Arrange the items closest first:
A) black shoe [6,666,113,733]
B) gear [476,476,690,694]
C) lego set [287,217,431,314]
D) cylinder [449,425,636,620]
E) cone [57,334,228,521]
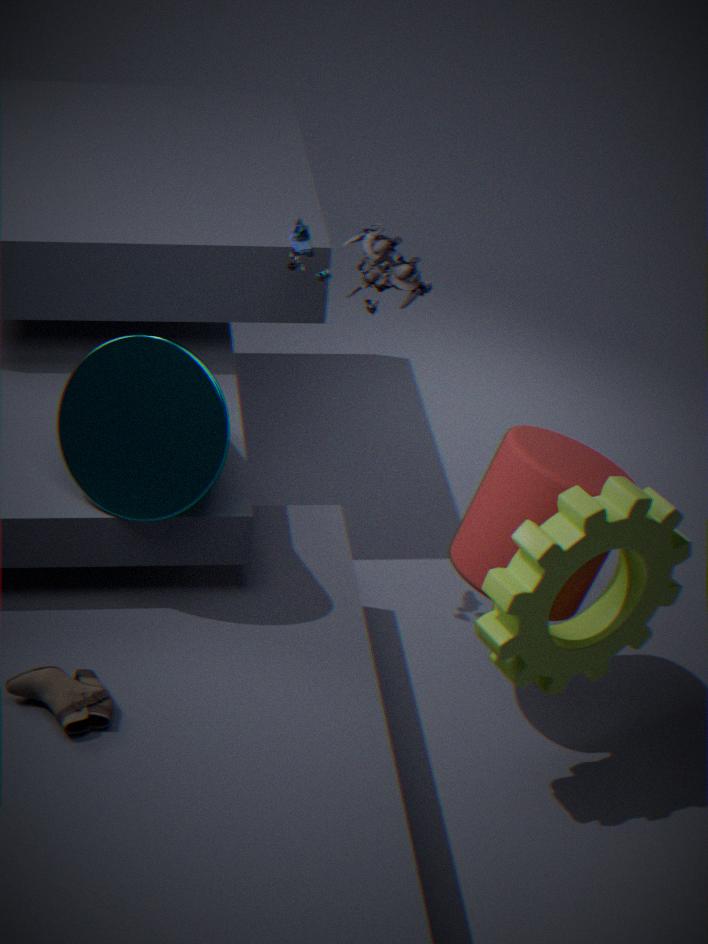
black shoe [6,666,113,733]
gear [476,476,690,694]
cone [57,334,228,521]
cylinder [449,425,636,620]
lego set [287,217,431,314]
